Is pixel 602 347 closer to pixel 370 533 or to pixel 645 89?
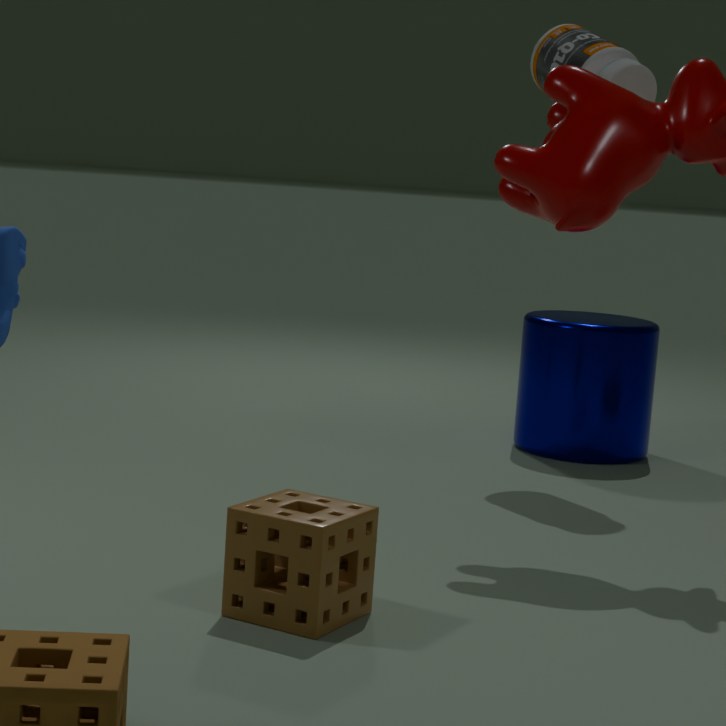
pixel 645 89
